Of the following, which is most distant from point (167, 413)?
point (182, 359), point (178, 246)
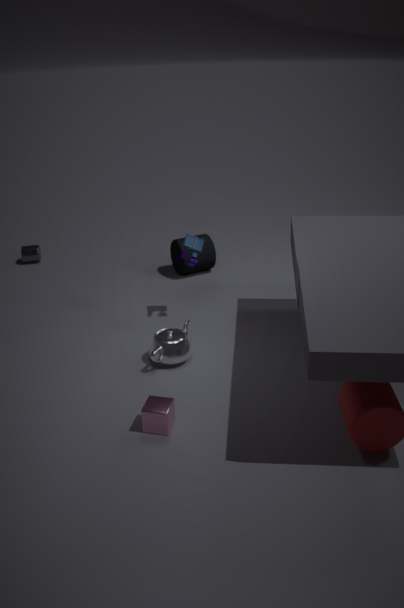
point (178, 246)
